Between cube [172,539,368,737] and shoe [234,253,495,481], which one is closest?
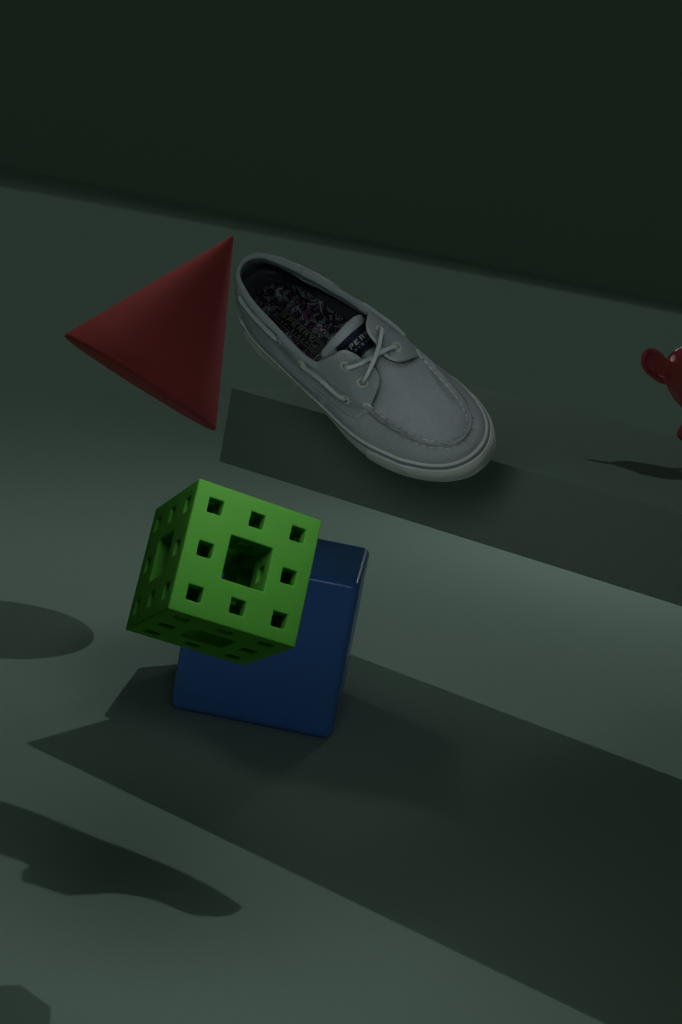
shoe [234,253,495,481]
